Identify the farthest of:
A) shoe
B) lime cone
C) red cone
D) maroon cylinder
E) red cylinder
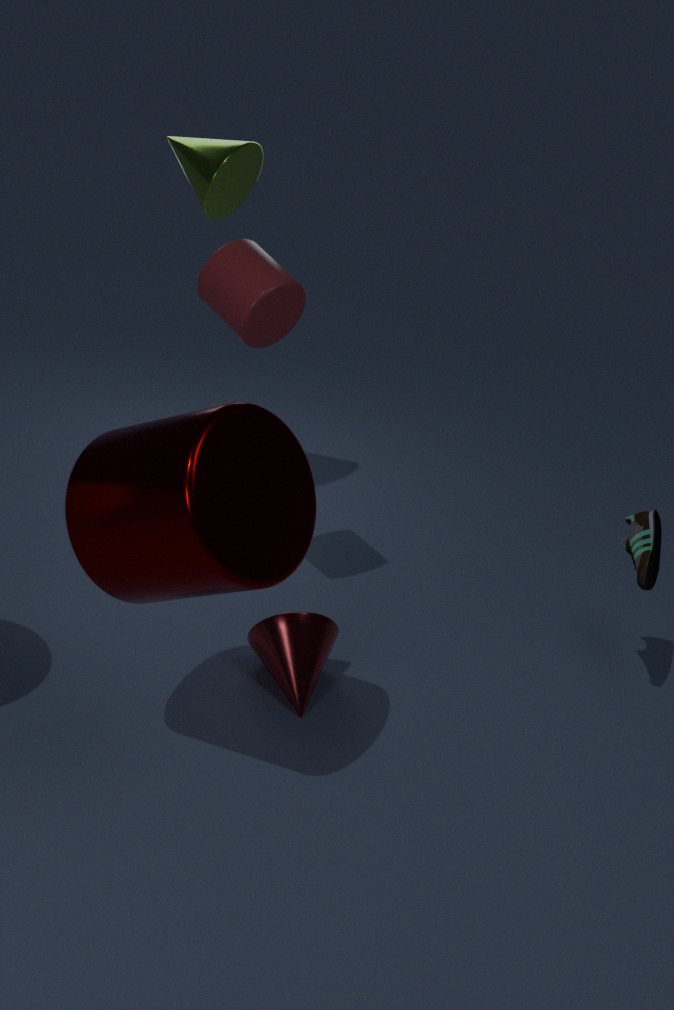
lime cone
